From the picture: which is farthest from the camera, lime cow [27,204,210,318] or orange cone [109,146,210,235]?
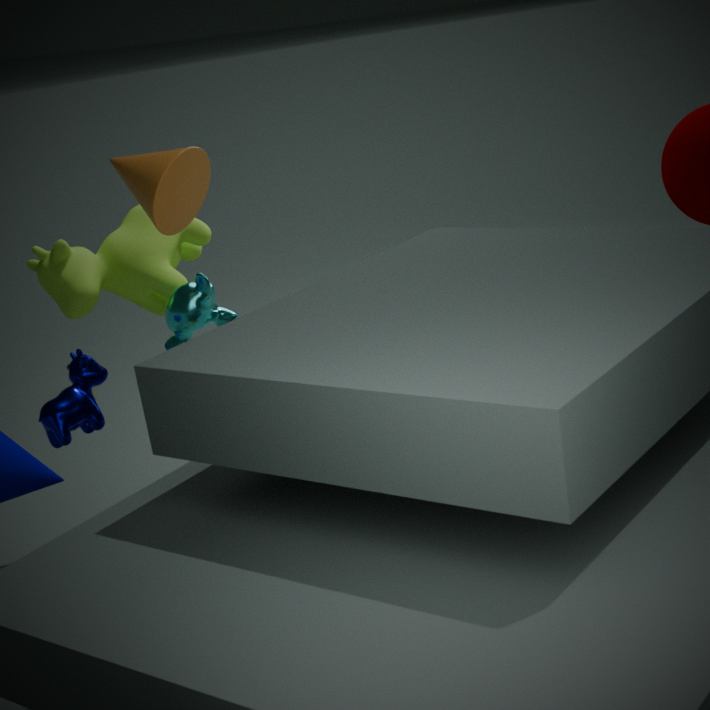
lime cow [27,204,210,318]
